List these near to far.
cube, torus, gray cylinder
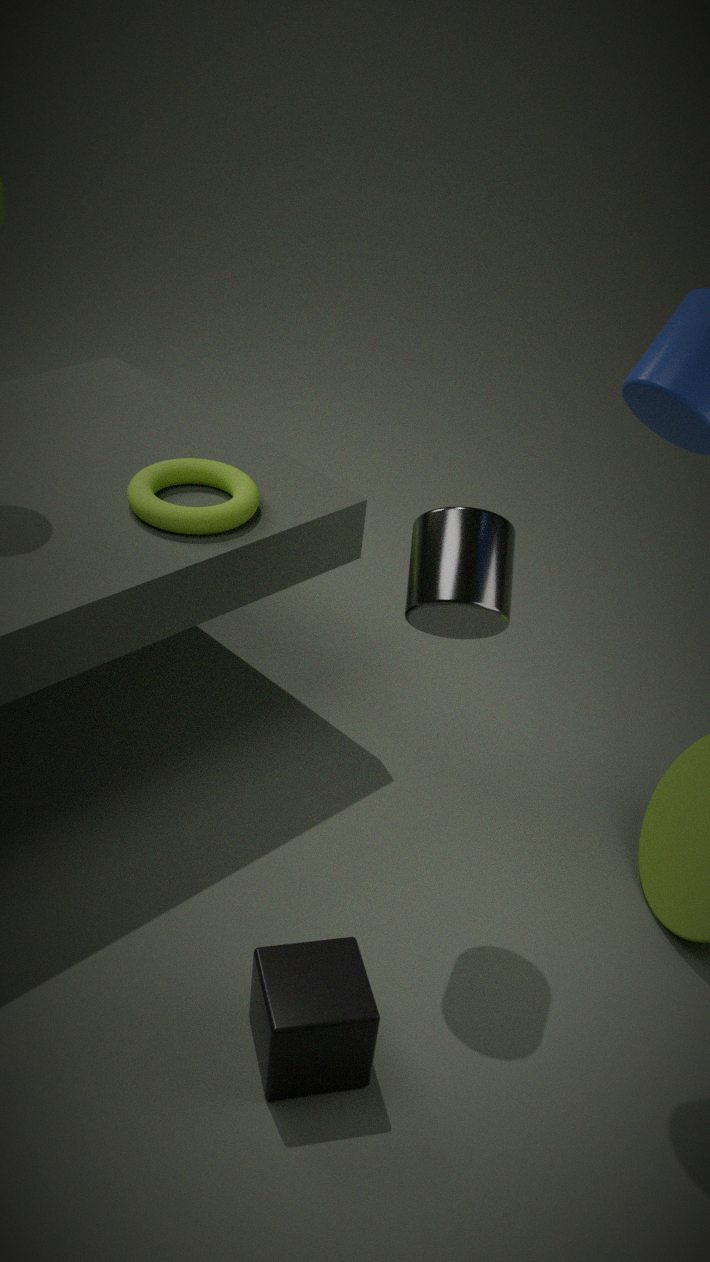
cube → gray cylinder → torus
